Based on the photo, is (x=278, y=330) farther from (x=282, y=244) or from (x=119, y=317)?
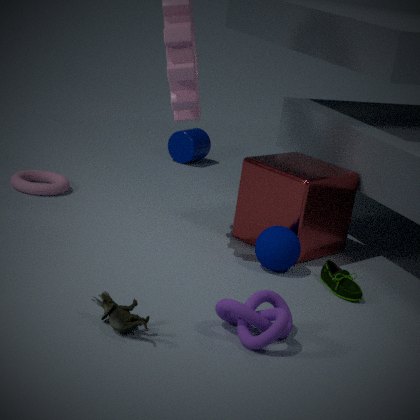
(x=282, y=244)
